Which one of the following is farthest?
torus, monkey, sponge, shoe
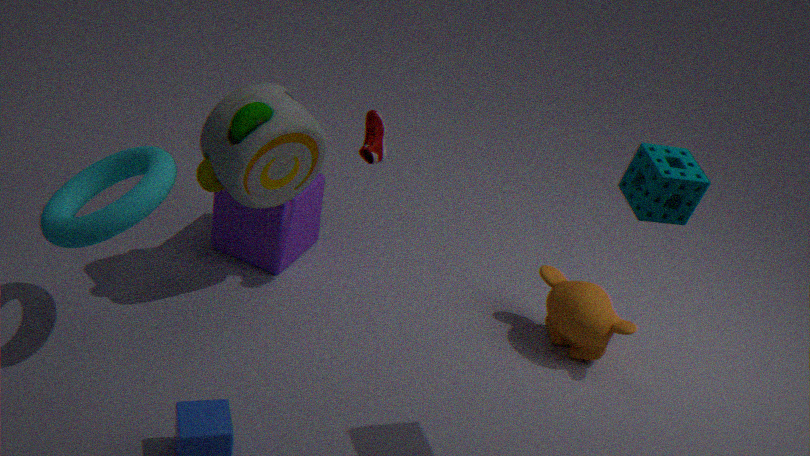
monkey
